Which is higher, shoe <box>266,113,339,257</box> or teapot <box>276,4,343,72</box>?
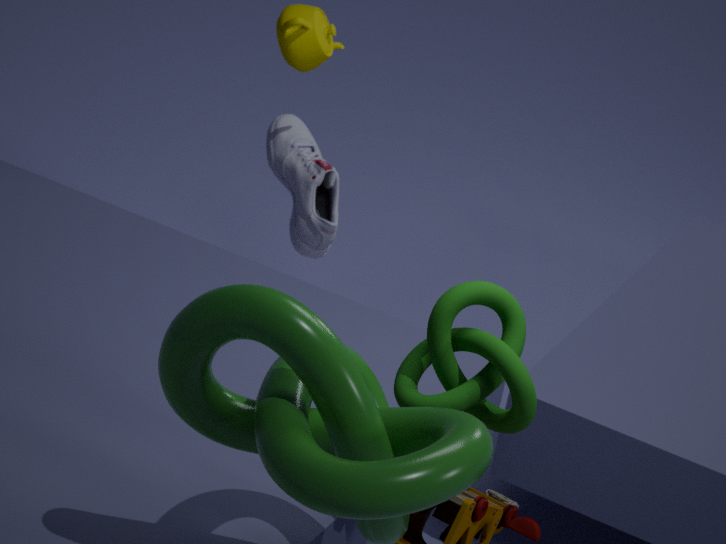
teapot <box>276,4,343,72</box>
